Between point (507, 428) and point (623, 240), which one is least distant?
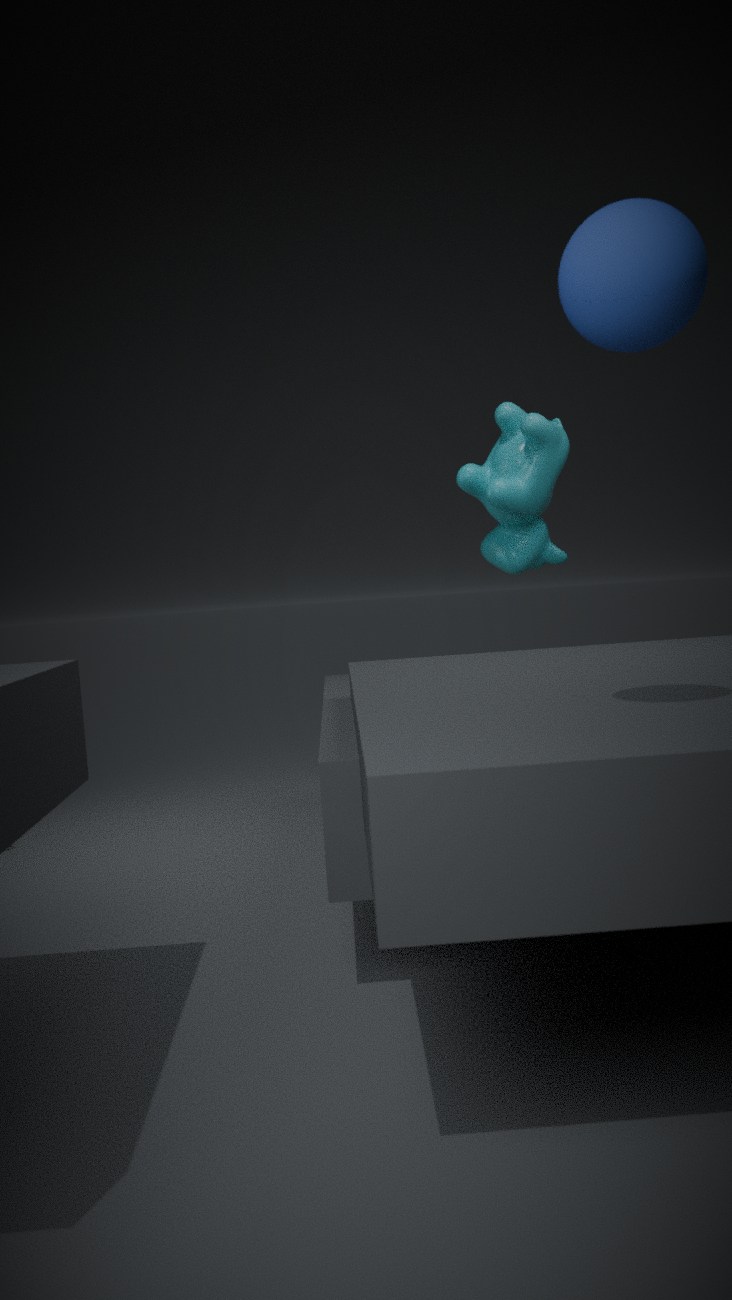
point (623, 240)
